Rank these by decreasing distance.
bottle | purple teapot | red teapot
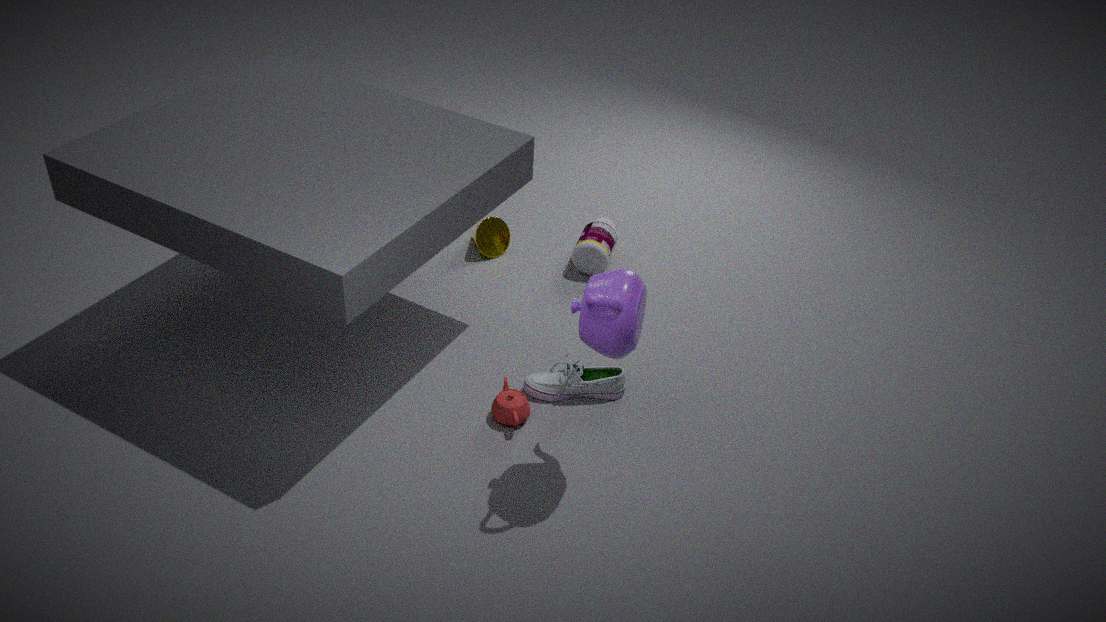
bottle < red teapot < purple teapot
